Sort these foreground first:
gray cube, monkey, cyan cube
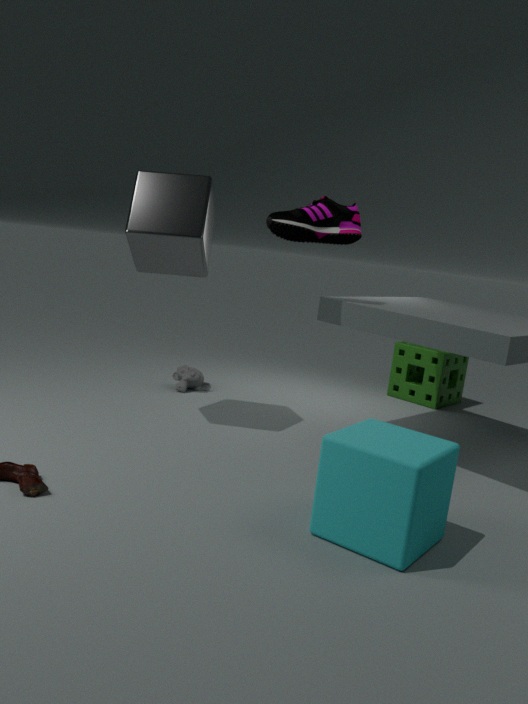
1. cyan cube
2. gray cube
3. monkey
